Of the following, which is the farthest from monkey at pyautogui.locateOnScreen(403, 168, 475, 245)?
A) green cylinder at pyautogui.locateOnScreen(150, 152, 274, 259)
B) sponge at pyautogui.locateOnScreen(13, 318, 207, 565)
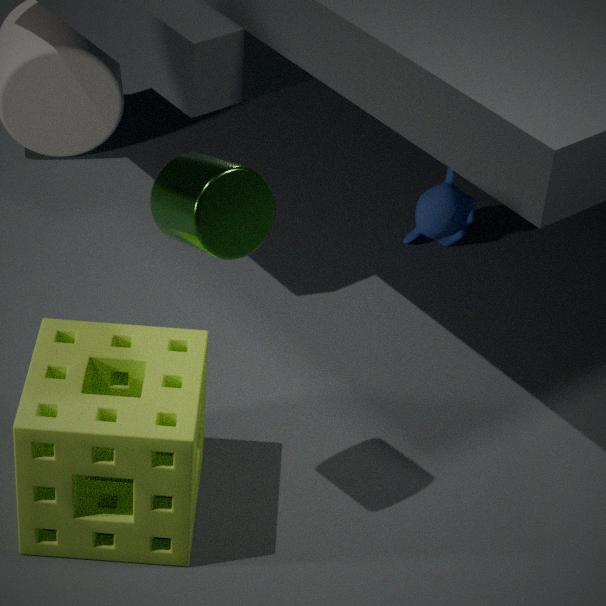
green cylinder at pyautogui.locateOnScreen(150, 152, 274, 259)
